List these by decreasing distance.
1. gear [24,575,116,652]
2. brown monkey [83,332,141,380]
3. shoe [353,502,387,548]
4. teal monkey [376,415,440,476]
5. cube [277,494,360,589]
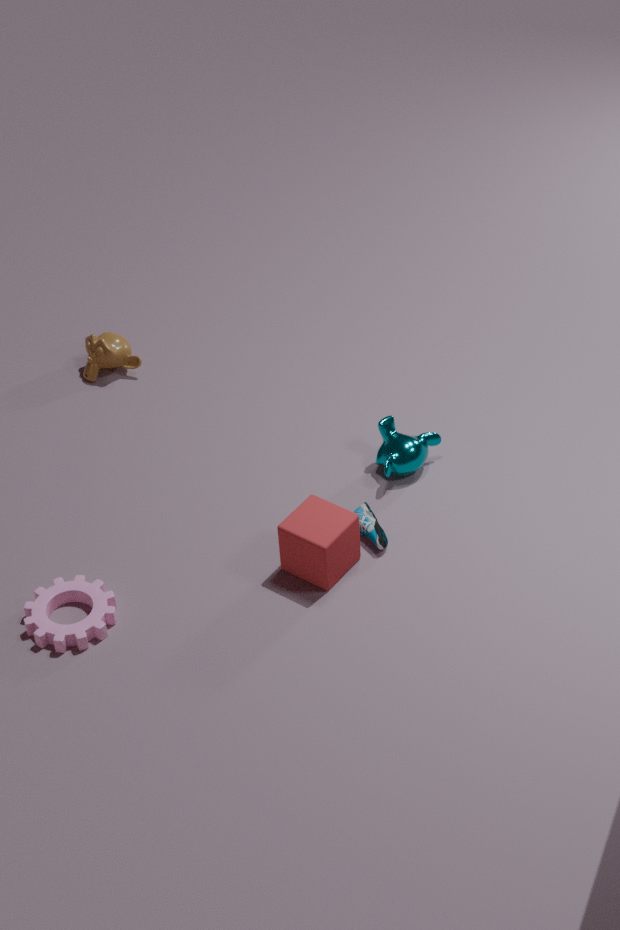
brown monkey [83,332,141,380]
teal monkey [376,415,440,476]
shoe [353,502,387,548]
cube [277,494,360,589]
gear [24,575,116,652]
